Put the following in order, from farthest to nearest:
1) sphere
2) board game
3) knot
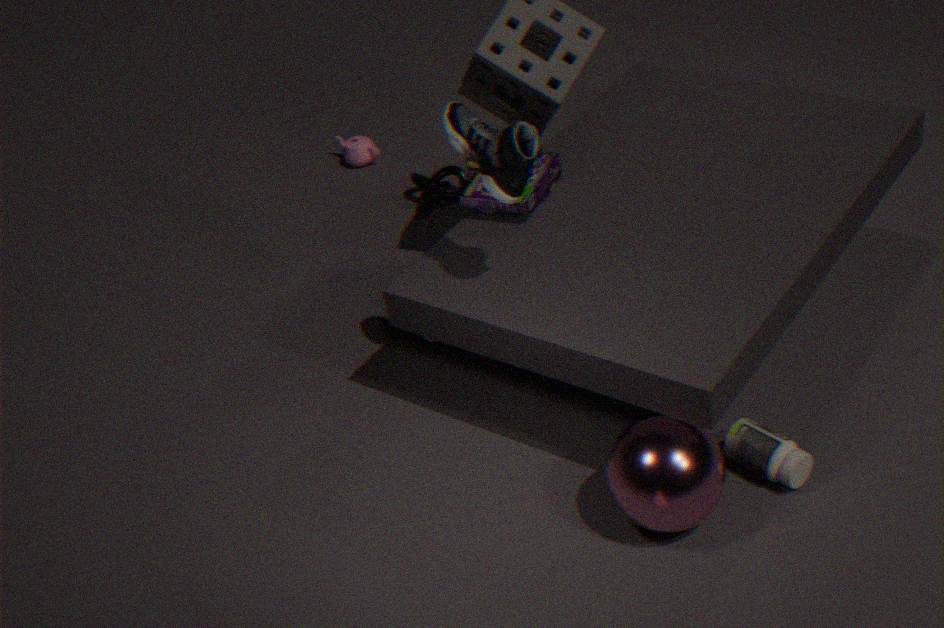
3. knot
2. board game
1. sphere
